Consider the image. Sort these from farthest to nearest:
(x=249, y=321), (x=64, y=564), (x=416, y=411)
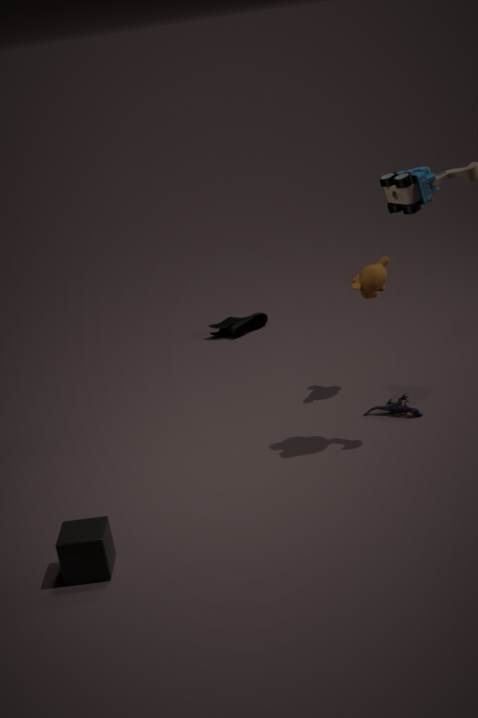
(x=249, y=321), (x=416, y=411), (x=64, y=564)
